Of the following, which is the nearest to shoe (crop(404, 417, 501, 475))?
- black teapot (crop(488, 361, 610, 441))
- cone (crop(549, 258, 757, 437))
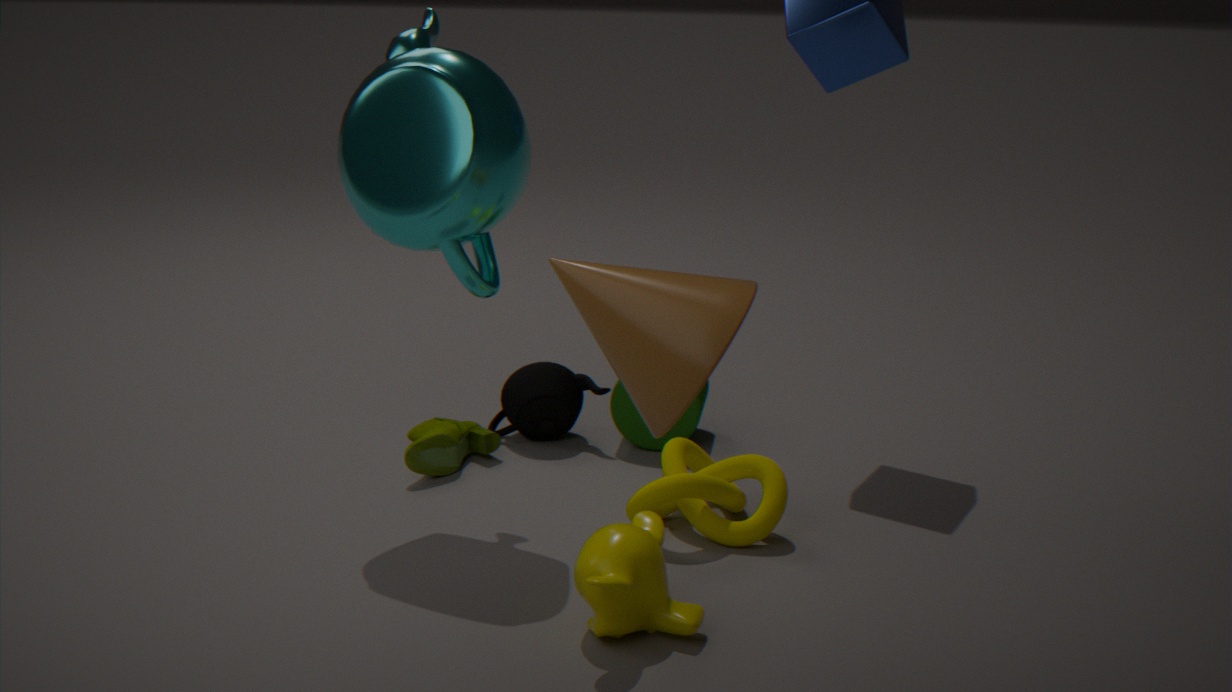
black teapot (crop(488, 361, 610, 441))
